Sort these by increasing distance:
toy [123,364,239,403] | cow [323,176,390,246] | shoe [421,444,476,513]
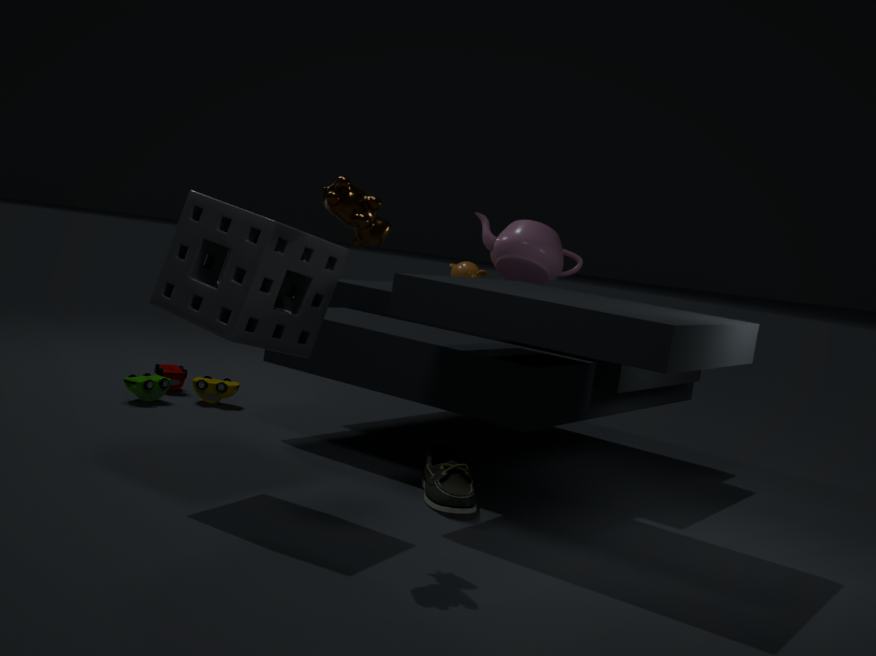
cow [323,176,390,246], shoe [421,444,476,513], toy [123,364,239,403]
